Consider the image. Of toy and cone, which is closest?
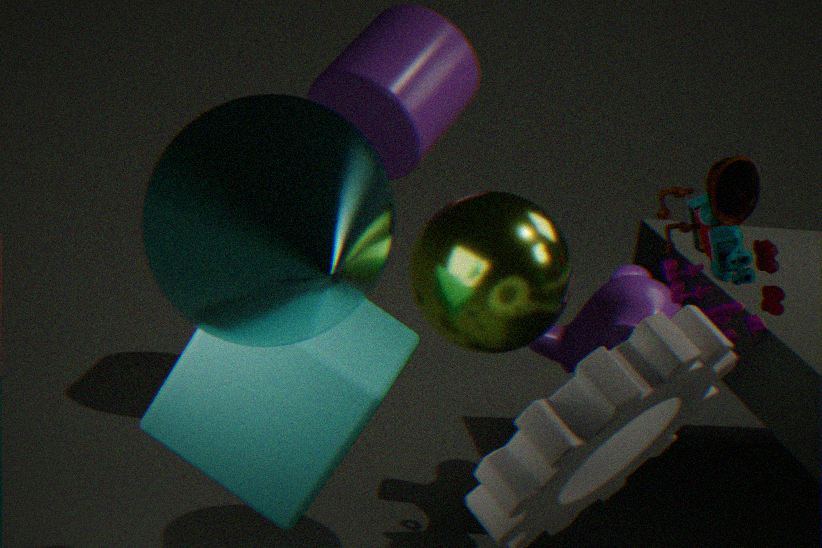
cone
